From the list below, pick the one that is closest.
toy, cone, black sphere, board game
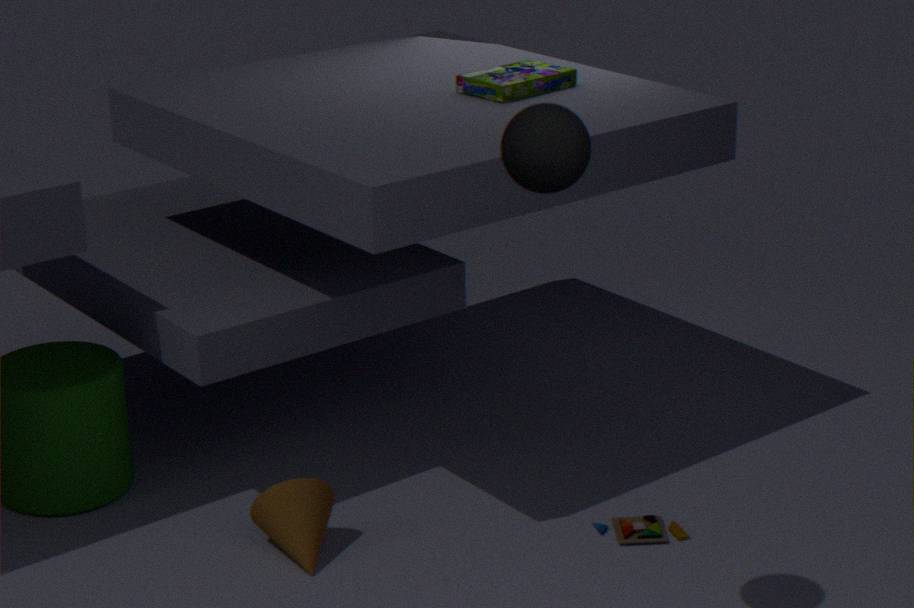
black sphere
